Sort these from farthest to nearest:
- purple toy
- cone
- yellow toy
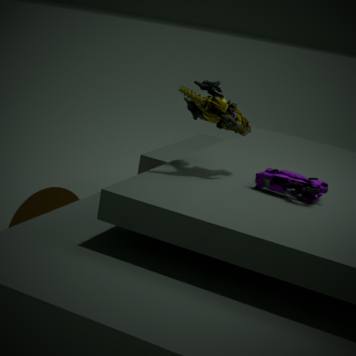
cone → yellow toy → purple toy
